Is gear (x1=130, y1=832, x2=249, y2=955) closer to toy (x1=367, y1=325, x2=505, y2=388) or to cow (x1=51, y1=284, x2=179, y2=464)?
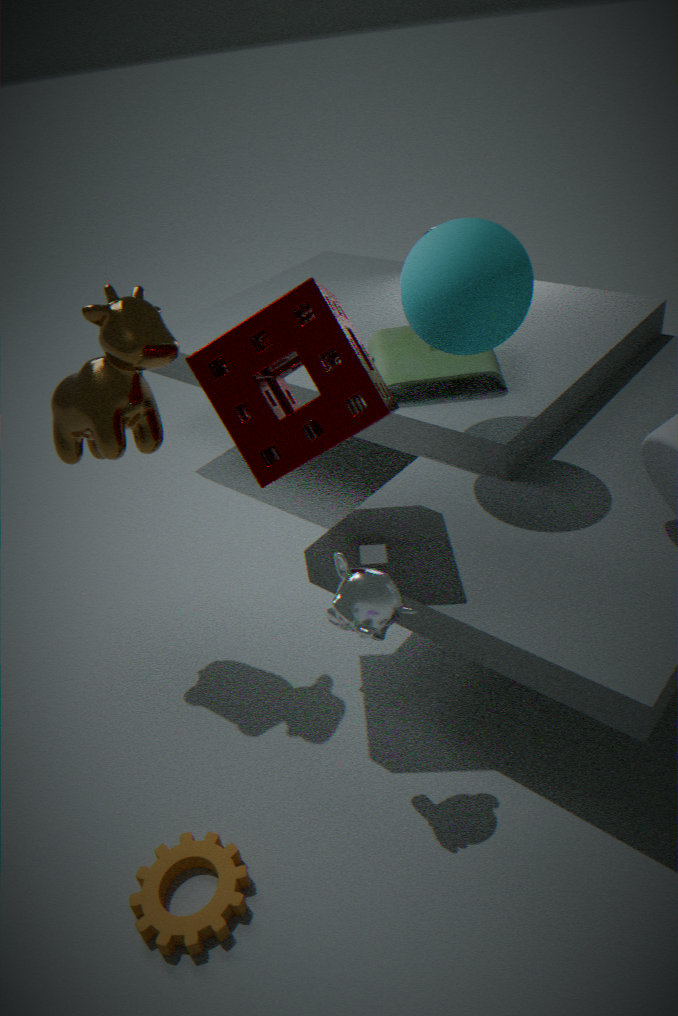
cow (x1=51, y1=284, x2=179, y2=464)
